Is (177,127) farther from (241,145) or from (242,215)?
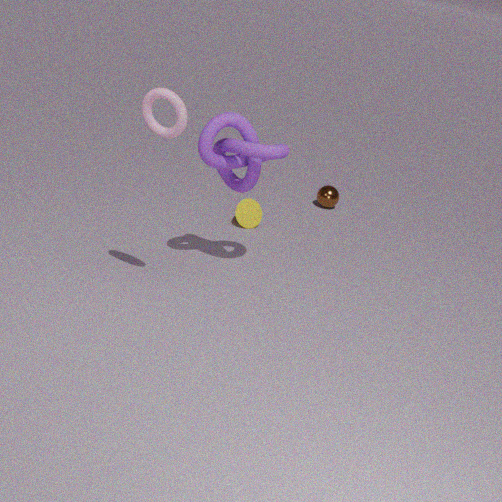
(242,215)
